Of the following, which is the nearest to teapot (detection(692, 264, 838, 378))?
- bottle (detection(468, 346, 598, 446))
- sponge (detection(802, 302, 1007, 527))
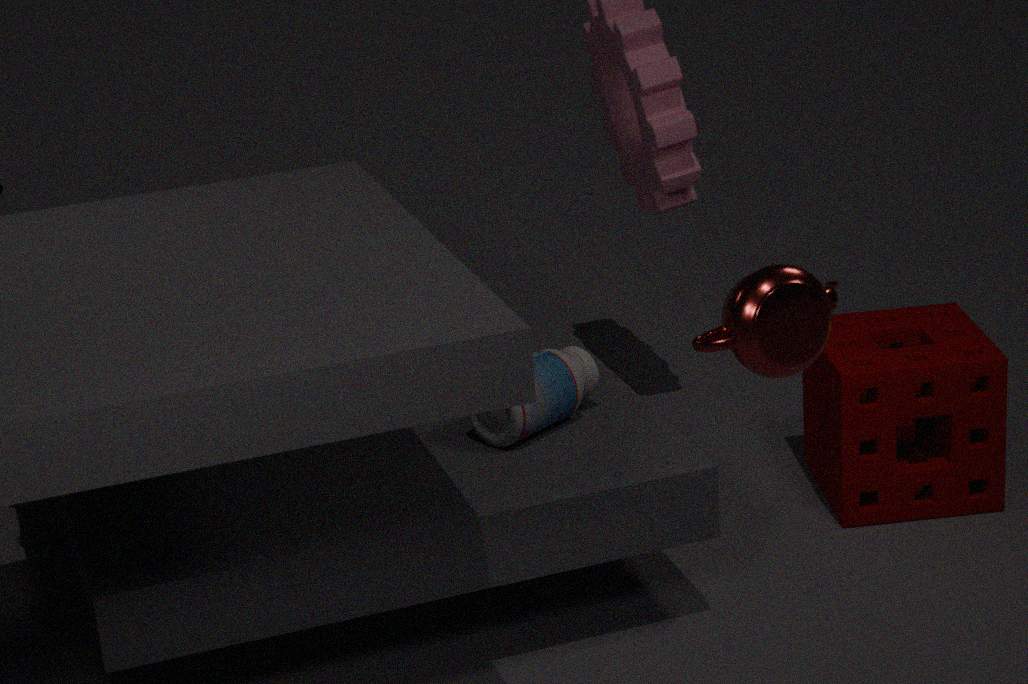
bottle (detection(468, 346, 598, 446))
